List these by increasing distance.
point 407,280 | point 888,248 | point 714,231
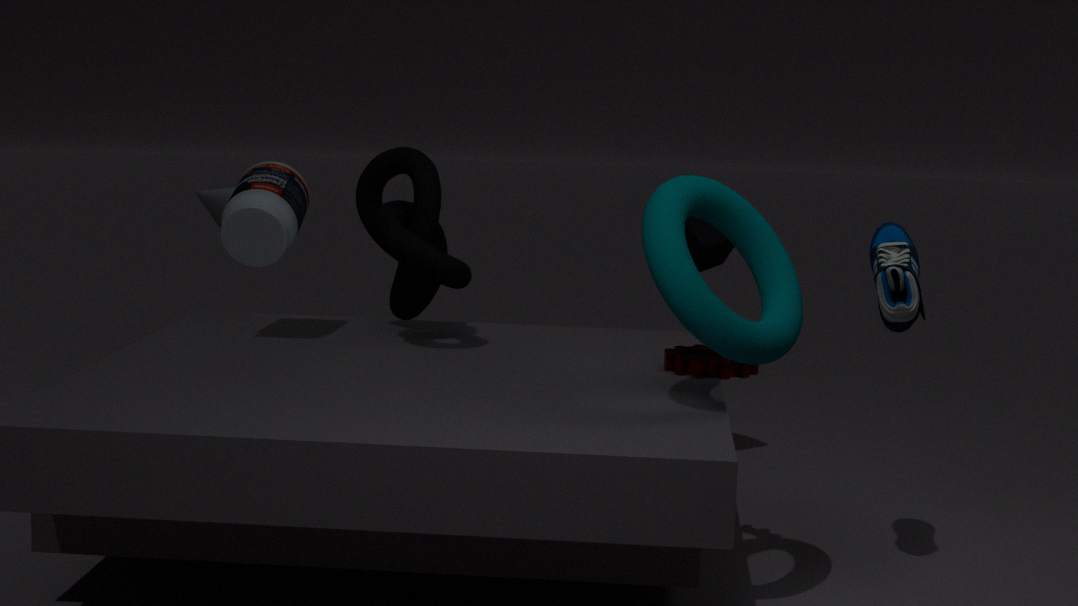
point 888,248 < point 407,280 < point 714,231
